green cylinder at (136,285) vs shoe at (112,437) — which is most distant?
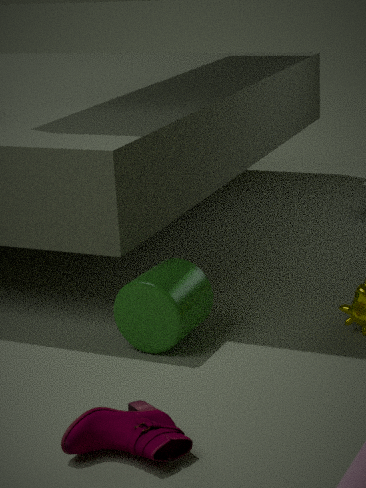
green cylinder at (136,285)
